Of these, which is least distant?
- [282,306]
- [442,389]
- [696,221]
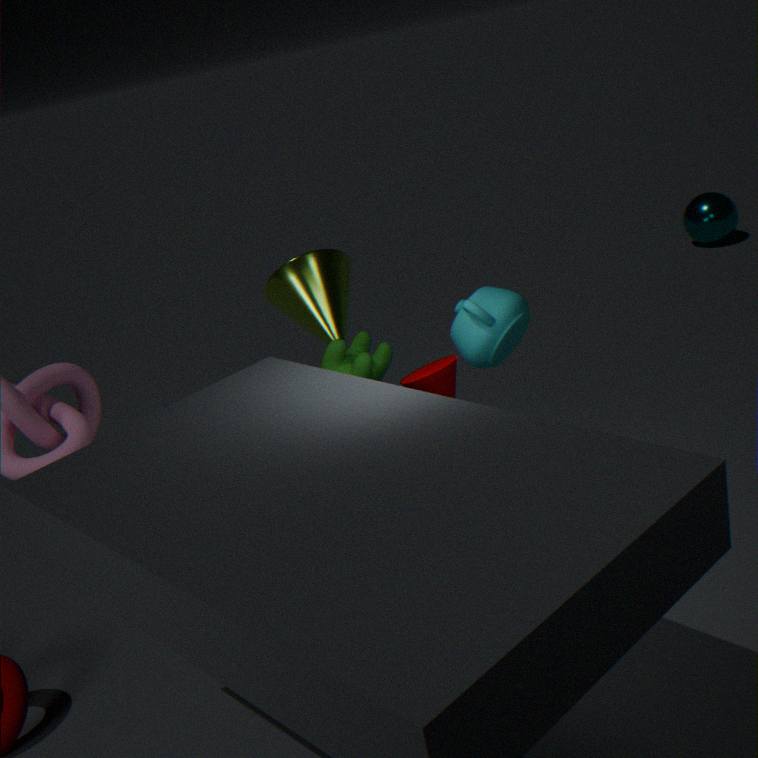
Result: [442,389]
